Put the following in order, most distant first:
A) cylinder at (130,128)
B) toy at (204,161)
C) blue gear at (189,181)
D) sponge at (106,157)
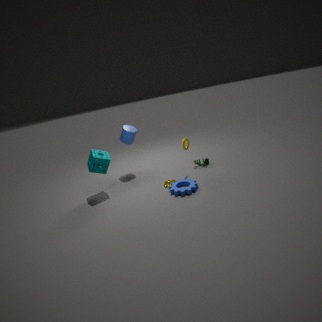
1. cylinder at (130,128)
2. toy at (204,161)
3. sponge at (106,157)
4. blue gear at (189,181)
